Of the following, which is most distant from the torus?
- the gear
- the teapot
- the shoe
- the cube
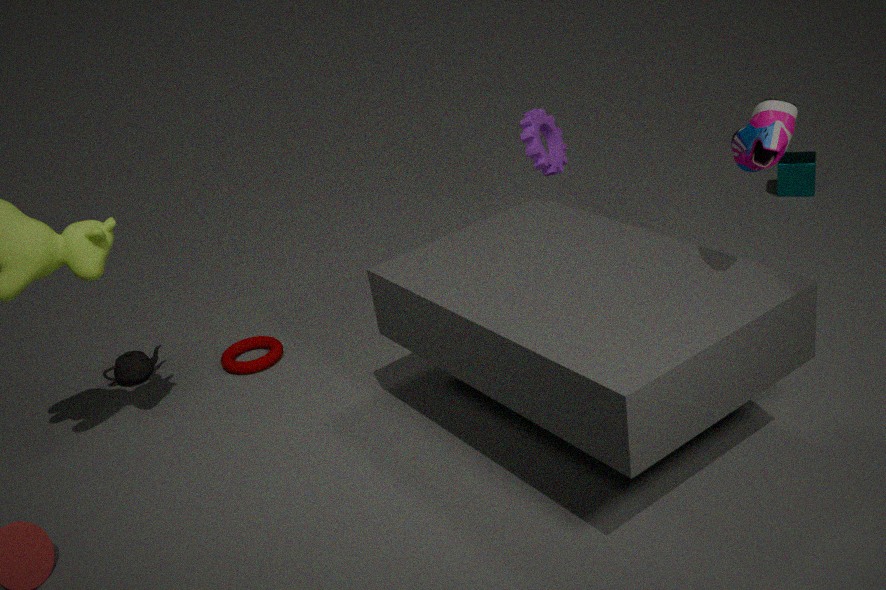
the cube
